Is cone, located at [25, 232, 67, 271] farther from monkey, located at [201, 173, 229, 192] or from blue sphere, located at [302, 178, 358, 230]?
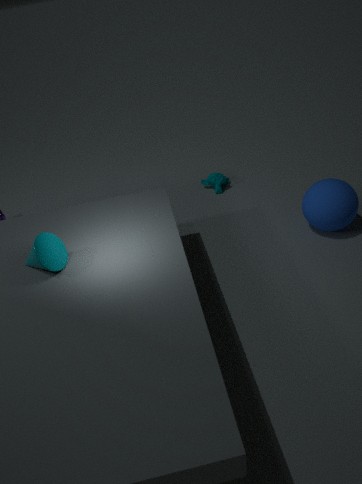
blue sphere, located at [302, 178, 358, 230]
